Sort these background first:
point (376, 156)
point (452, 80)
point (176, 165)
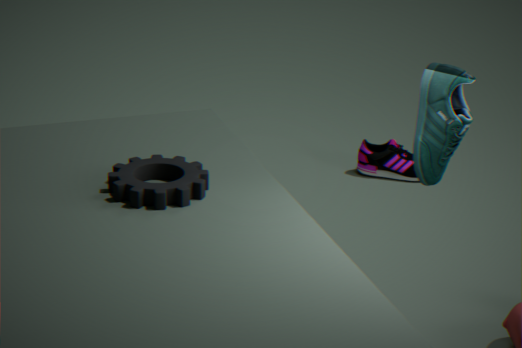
point (376, 156) < point (176, 165) < point (452, 80)
